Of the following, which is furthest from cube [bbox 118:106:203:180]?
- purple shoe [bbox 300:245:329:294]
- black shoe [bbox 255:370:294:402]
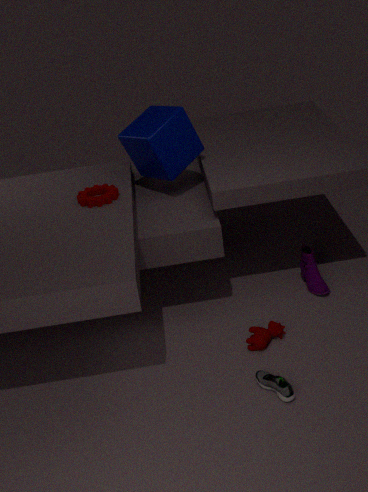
black shoe [bbox 255:370:294:402]
